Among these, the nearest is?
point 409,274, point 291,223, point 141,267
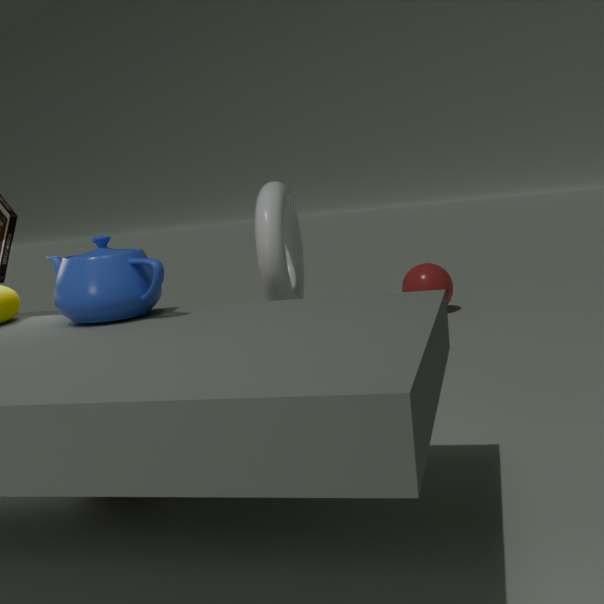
point 141,267
